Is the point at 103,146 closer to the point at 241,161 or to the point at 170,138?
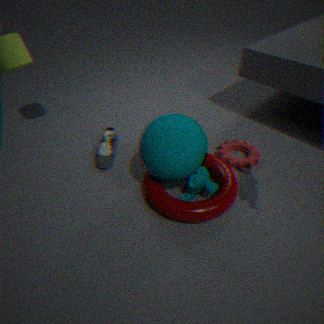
the point at 170,138
